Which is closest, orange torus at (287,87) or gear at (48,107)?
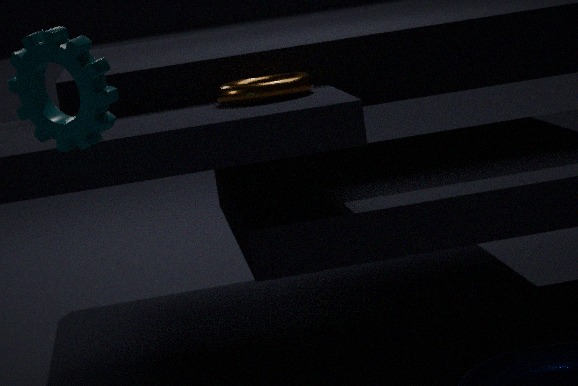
gear at (48,107)
